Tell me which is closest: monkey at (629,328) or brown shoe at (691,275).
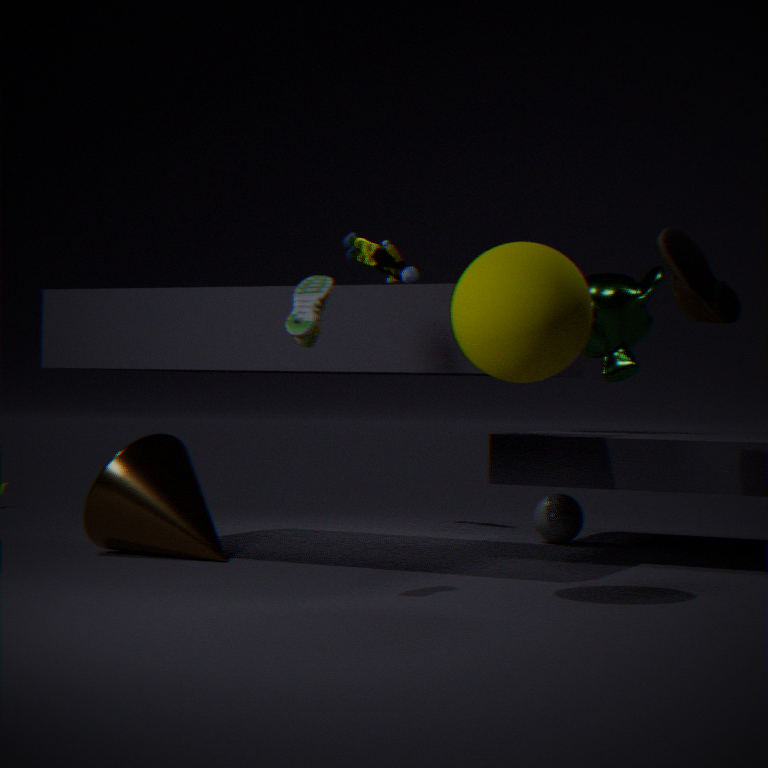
brown shoe at (691,275)
